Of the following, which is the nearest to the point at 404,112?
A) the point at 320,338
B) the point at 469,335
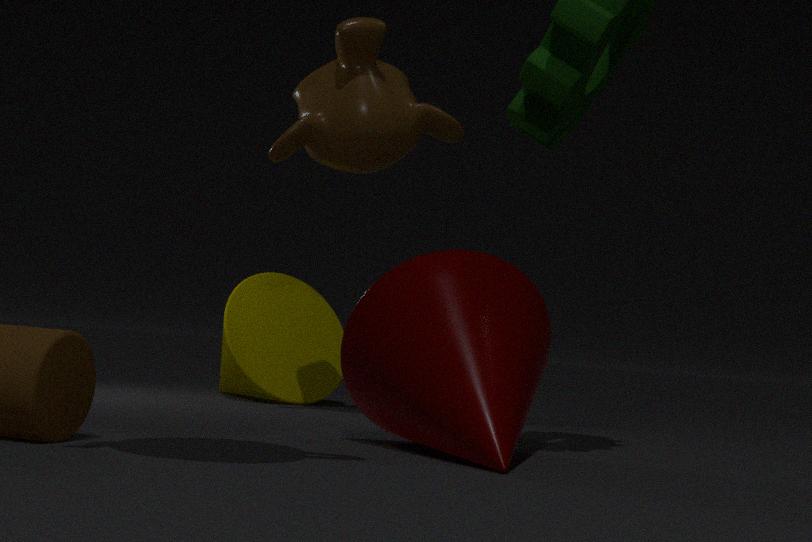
the point at 320,338
